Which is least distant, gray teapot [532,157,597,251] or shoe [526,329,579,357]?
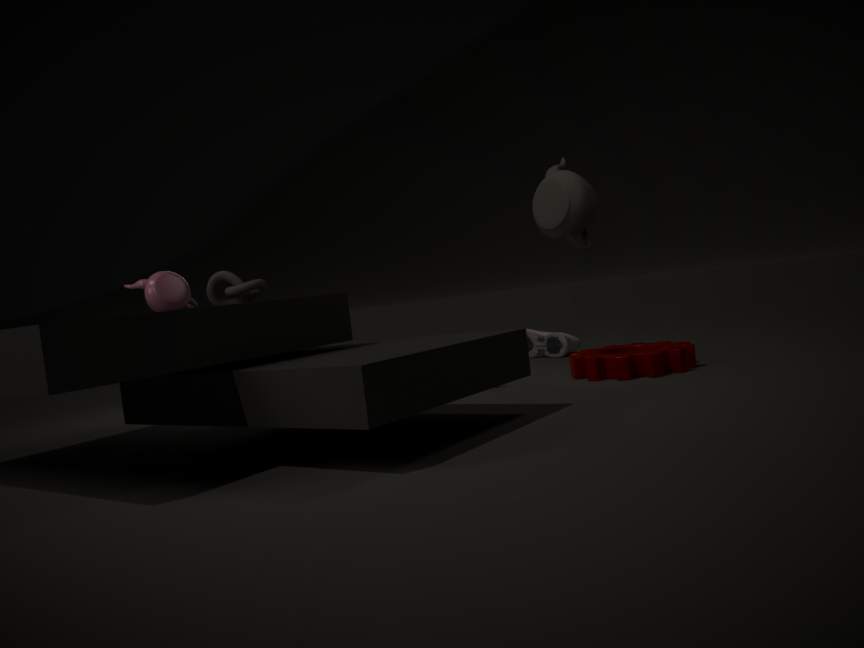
gray teapot [532,157,597,251]
